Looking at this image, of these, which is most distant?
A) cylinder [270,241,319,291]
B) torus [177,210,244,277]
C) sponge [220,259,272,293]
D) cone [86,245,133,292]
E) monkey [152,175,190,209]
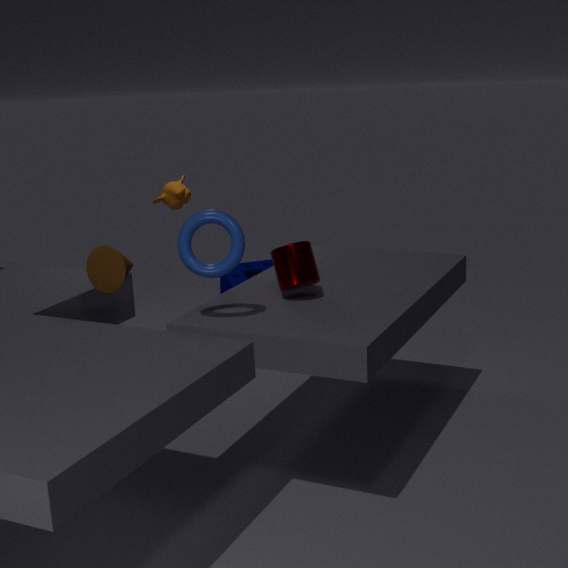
sponge [220,259,272,293]
